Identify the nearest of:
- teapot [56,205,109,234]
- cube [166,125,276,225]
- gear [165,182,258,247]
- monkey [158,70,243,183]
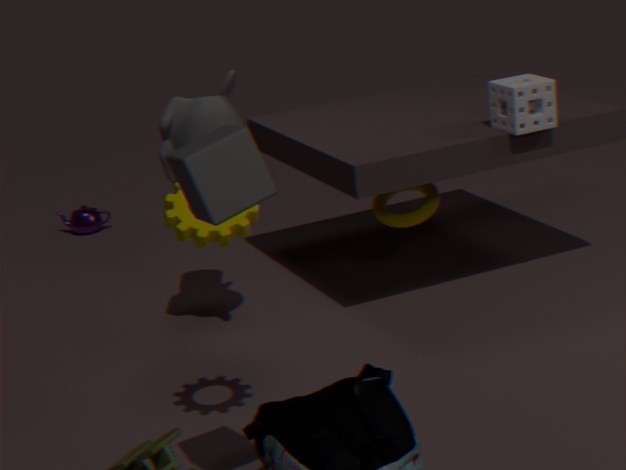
cube [166,125,276,225]
